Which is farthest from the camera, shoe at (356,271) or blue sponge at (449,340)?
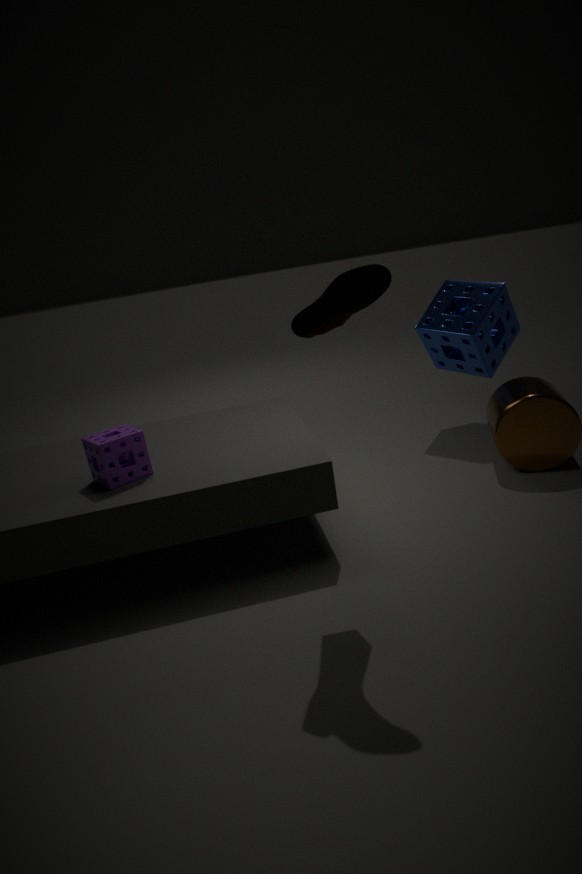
blue sponge at (449,340)
